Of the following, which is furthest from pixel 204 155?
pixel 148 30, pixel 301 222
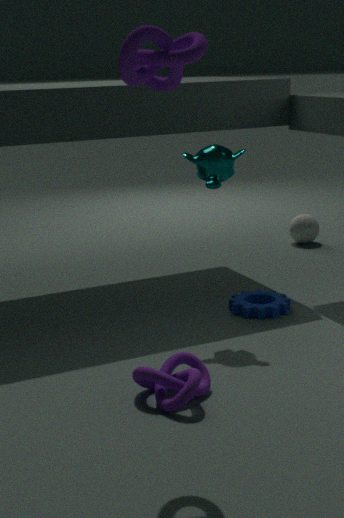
pixel 301 222
